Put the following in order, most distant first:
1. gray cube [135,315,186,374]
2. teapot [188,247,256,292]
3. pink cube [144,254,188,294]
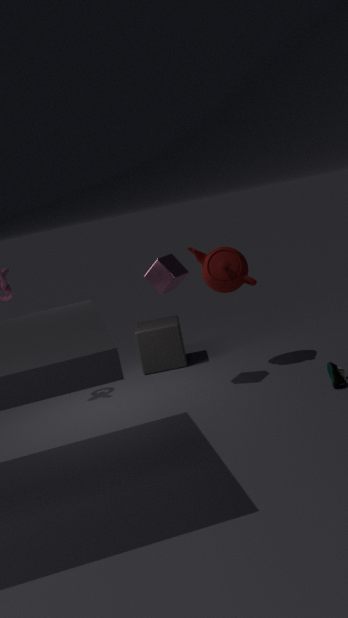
1. gray cube [135,315,186,374]
2. teapot [188,247,256,292]
3. pink cube [144,254,188,294]
